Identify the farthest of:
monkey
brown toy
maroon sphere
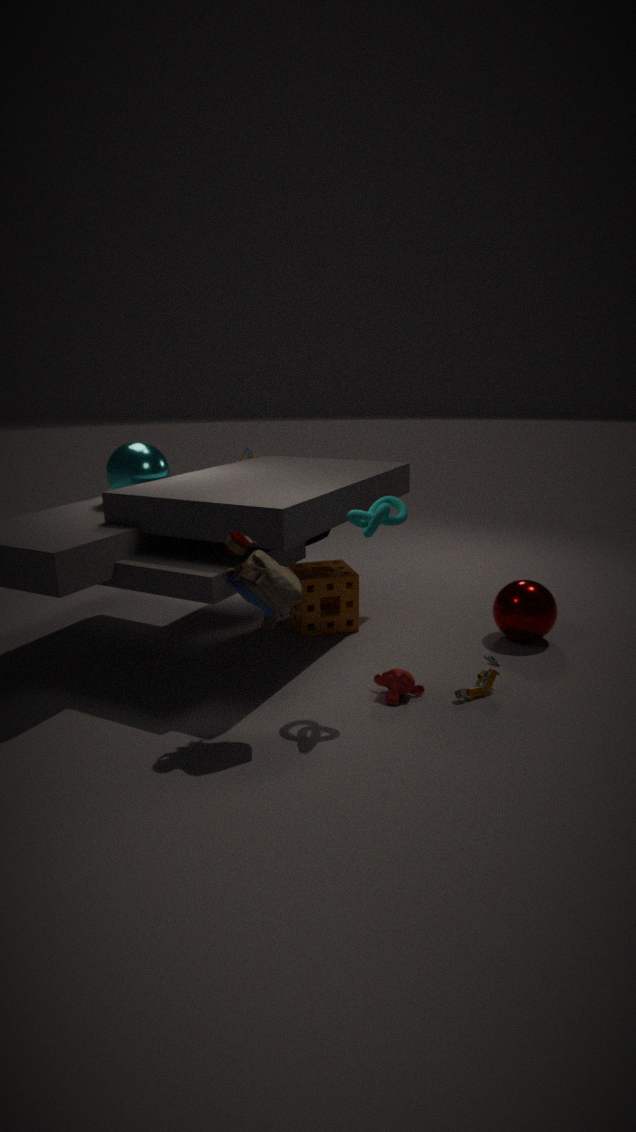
maroon sphere
